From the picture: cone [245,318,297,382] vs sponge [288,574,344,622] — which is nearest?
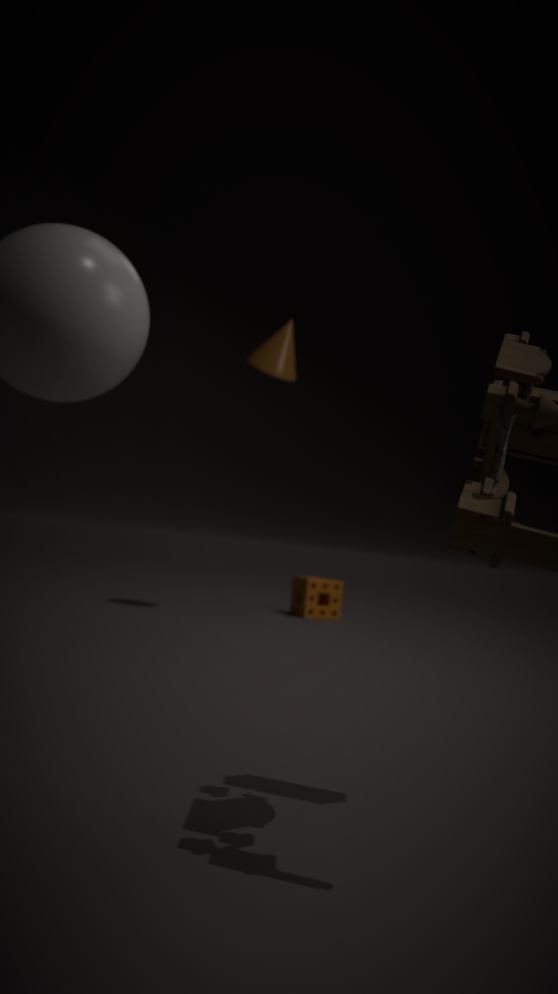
cone [245,318,297,382]
